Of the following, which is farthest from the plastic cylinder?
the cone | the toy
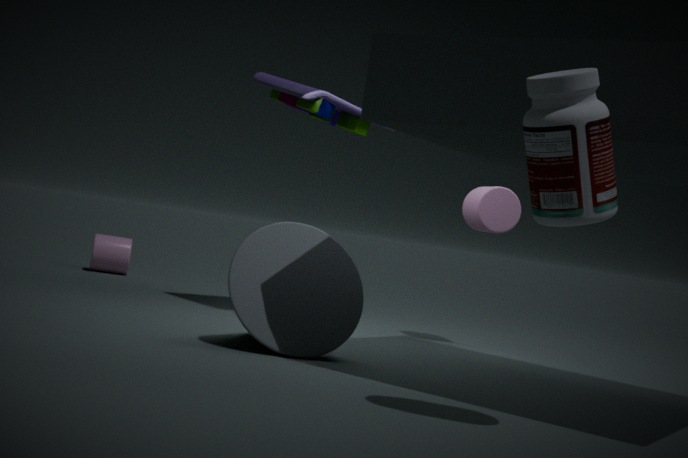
the cone
